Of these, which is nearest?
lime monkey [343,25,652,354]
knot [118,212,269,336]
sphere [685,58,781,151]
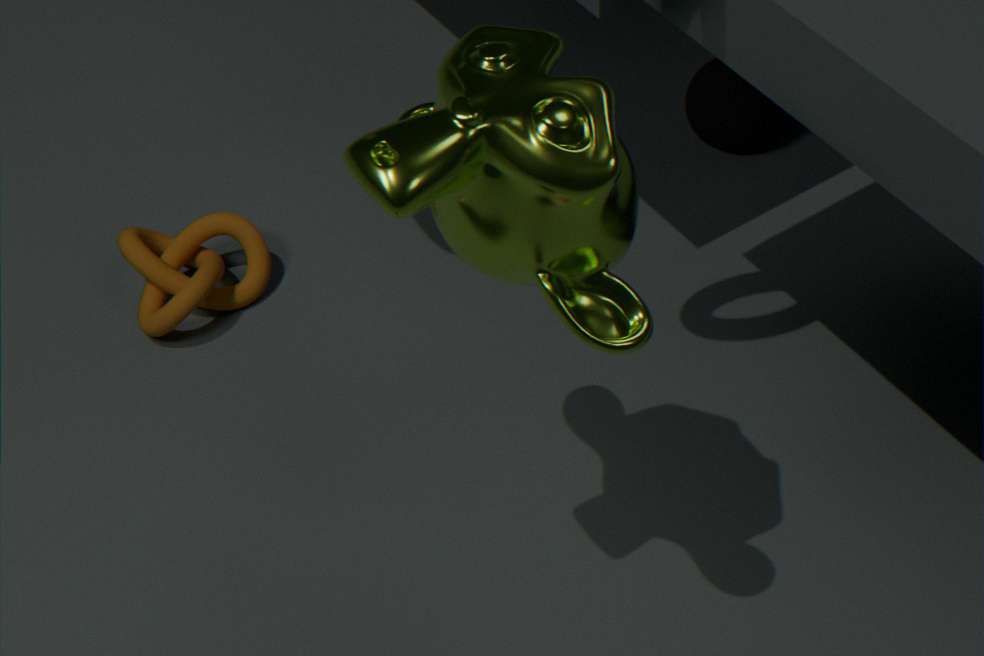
lime monkey [343,25,652,354]
